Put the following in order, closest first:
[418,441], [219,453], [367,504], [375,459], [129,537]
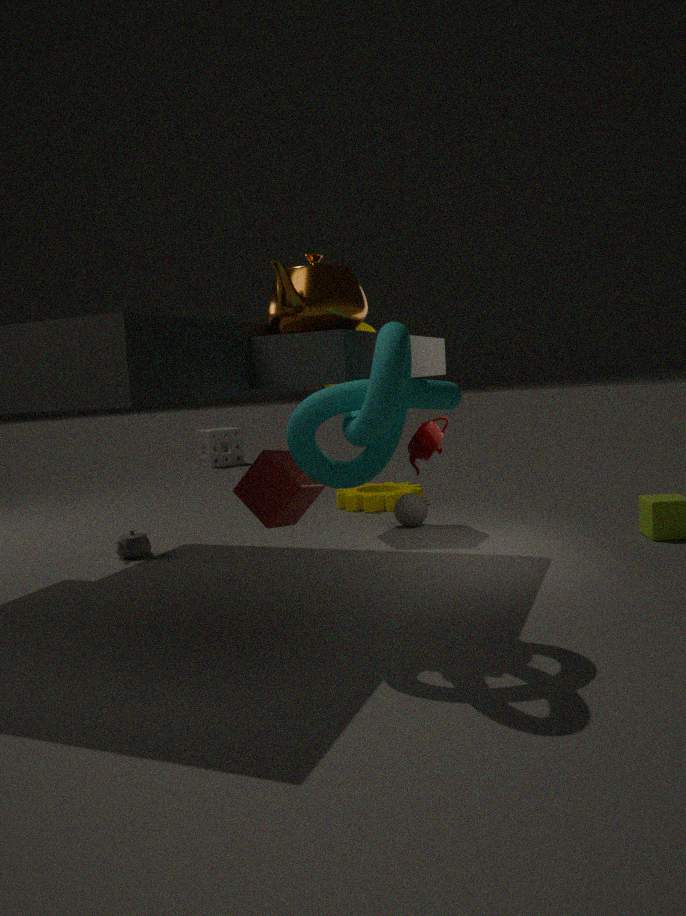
[375,459], [418,441], [129,537], [367,504], [219,453]
